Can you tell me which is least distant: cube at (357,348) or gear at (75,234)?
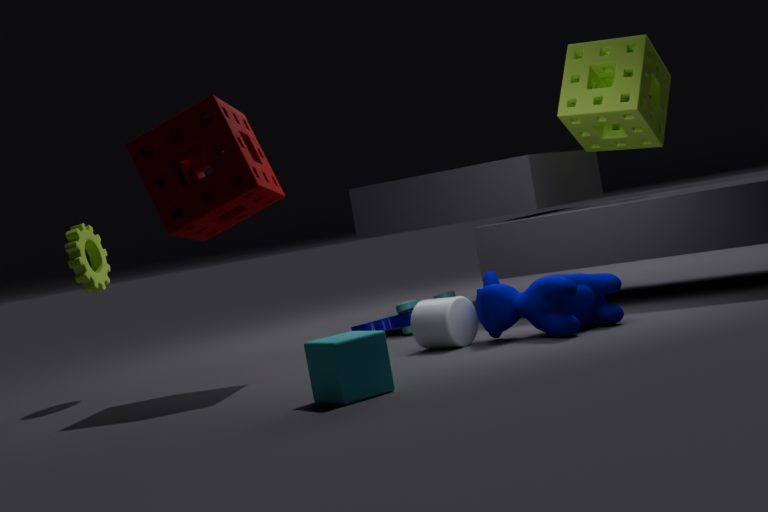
cube at (357,348)
